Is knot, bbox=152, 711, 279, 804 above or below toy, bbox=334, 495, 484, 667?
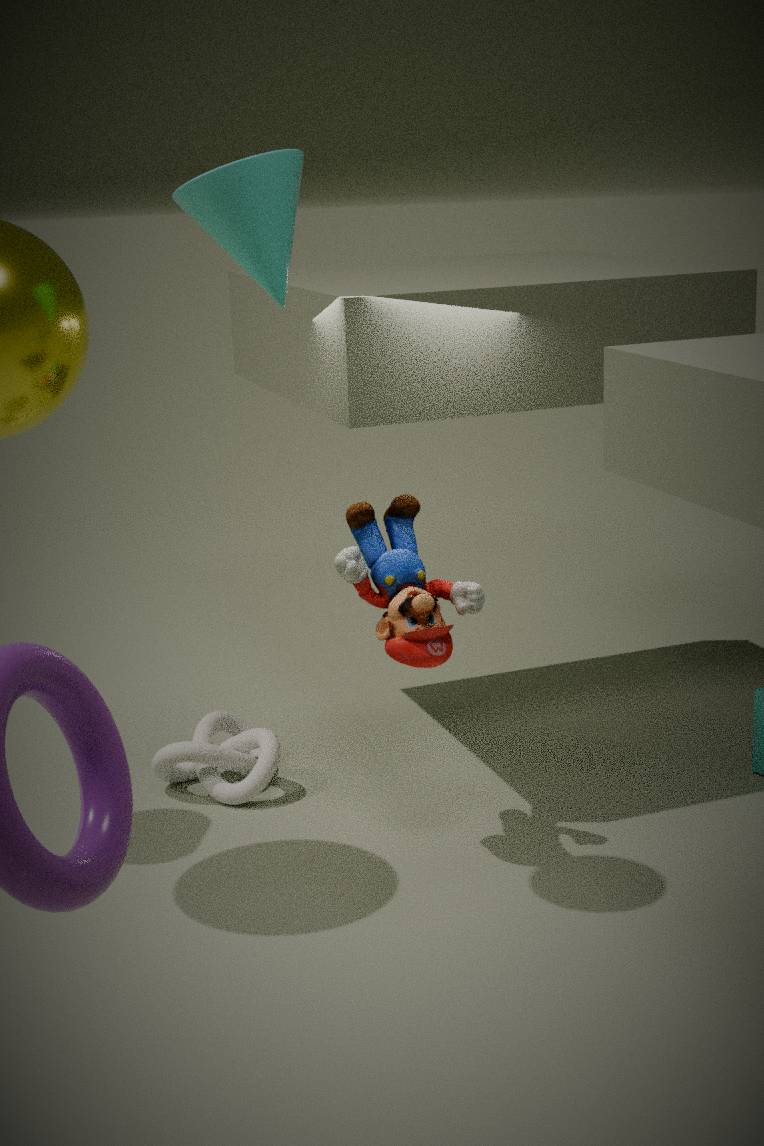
below
